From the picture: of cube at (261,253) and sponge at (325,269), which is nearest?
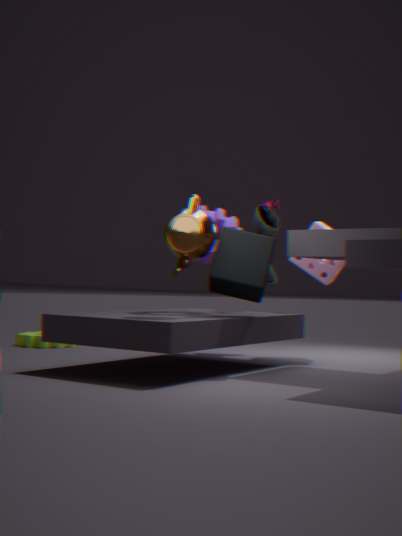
cube at (261,253)
